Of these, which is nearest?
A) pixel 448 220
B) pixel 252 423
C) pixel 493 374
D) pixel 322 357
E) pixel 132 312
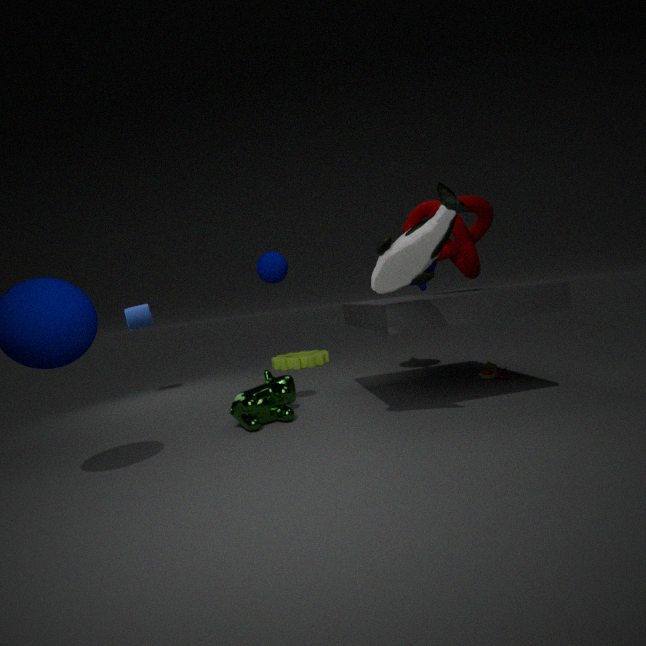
pixel 448 220
